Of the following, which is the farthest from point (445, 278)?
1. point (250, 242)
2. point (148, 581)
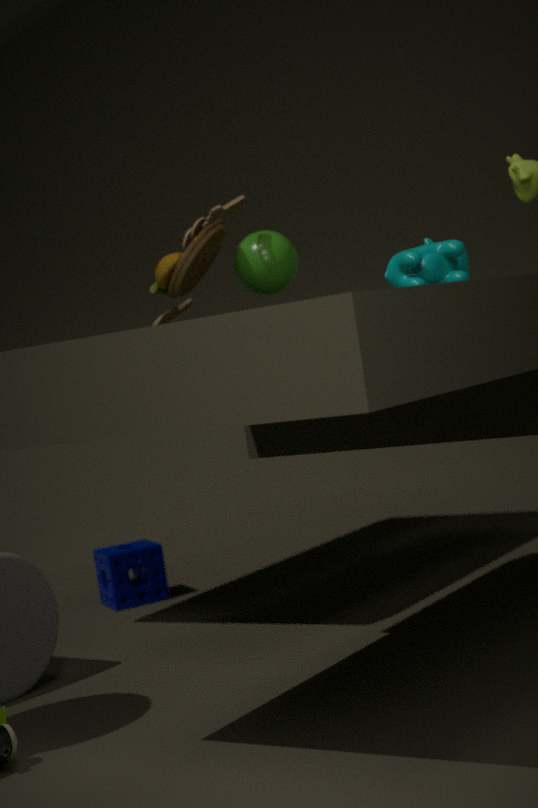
point (148, 581)
